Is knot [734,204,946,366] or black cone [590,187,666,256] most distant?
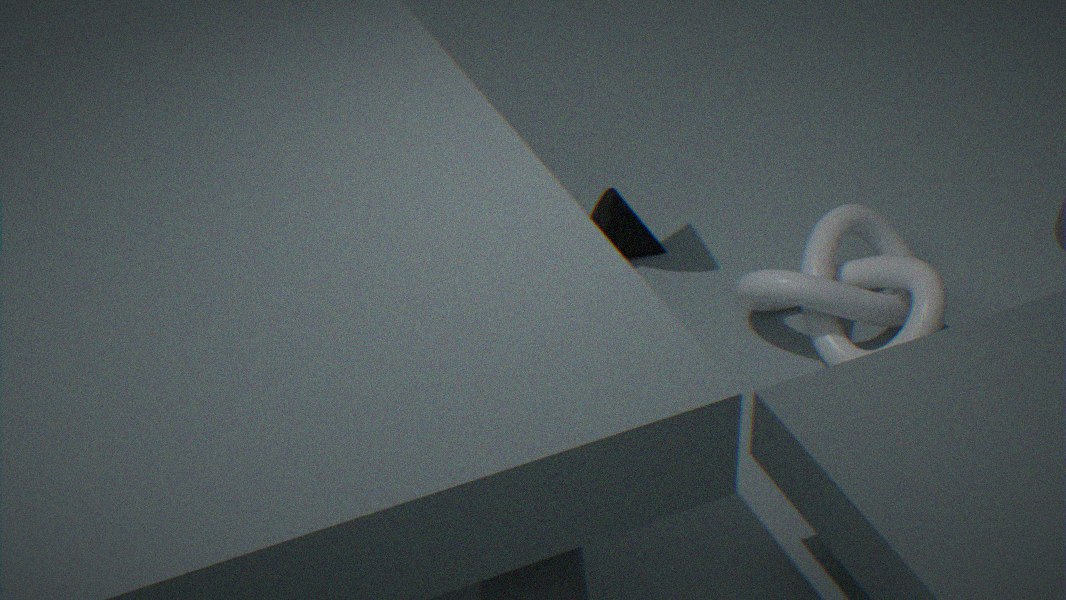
black cone [590,187,666,256]
